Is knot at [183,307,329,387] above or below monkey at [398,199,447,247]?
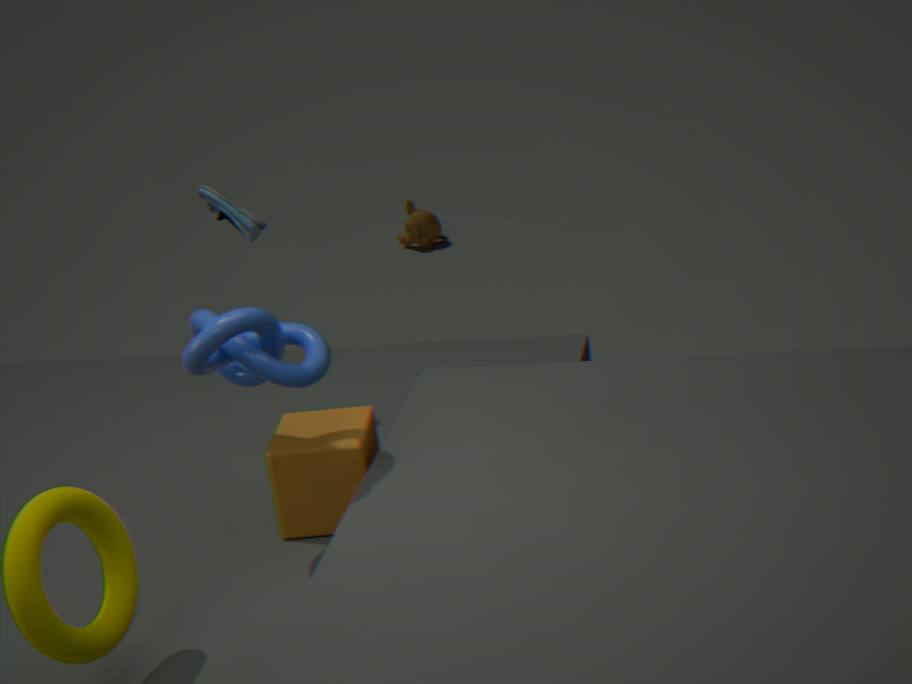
above
